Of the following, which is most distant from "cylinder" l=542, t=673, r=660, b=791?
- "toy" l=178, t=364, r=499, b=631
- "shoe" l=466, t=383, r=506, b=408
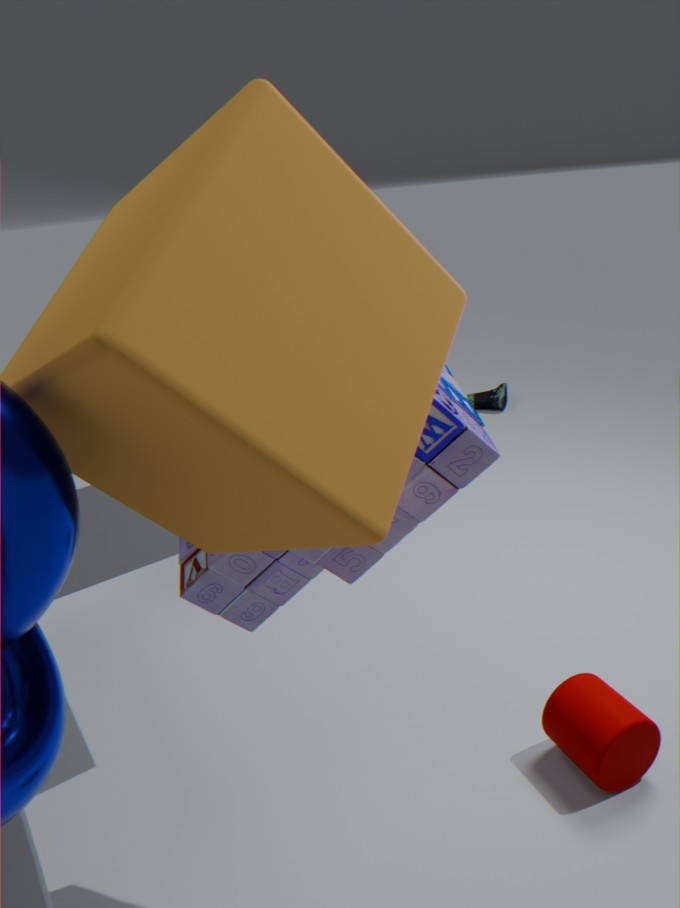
"shoe" l=466, t=383, r=506, b=408
